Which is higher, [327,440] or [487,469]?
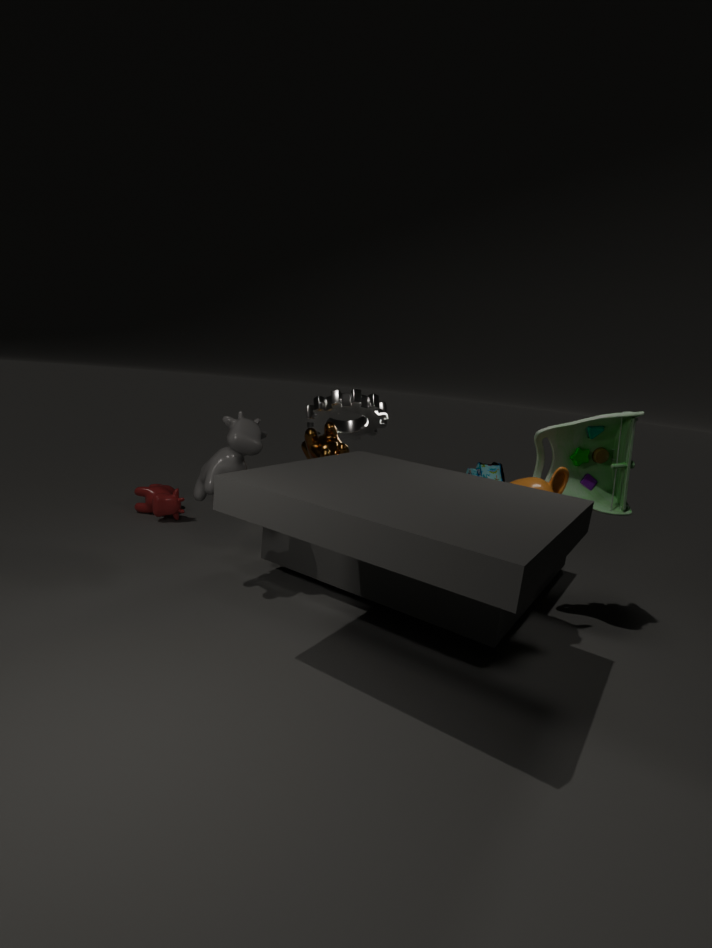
[327,440]
